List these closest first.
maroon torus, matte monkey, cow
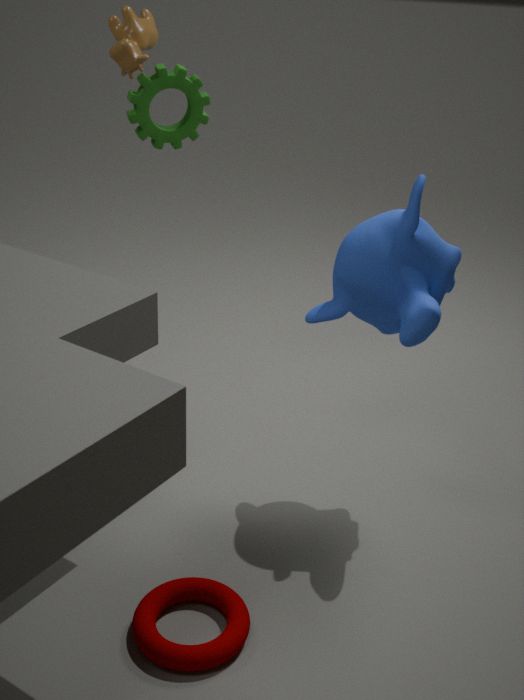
1. maroon torus
2. matte monkey
3. cow
